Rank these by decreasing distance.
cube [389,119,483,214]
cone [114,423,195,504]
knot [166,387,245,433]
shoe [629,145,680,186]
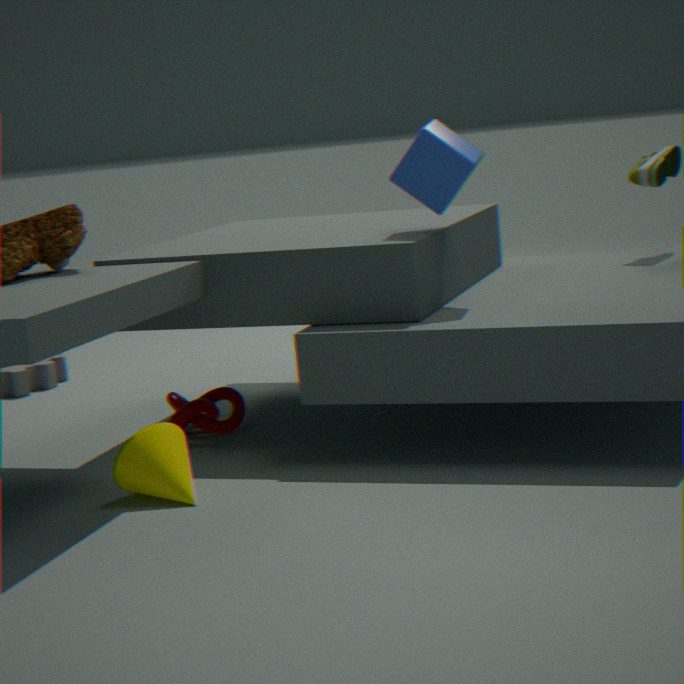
shoe [629,145,680,186], knot [166,387,245,433], cube [389,119,483,214], cone [114,423,195,504]
